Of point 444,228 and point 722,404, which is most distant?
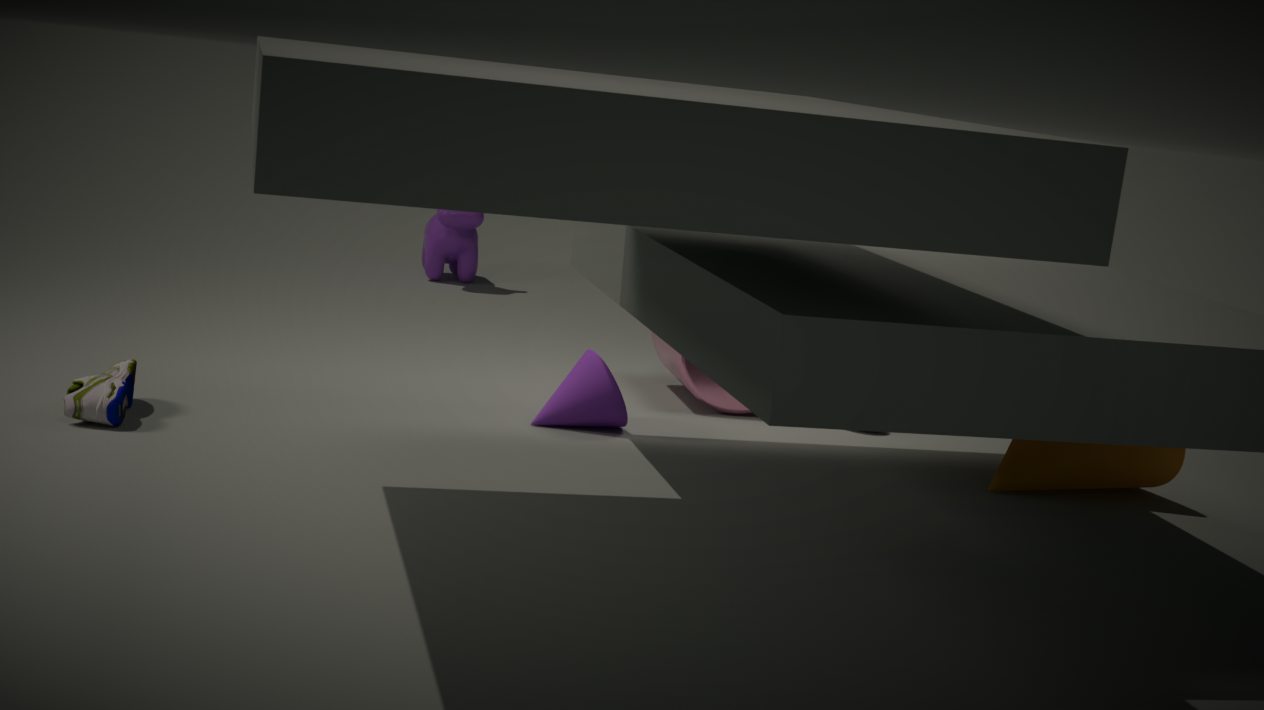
point 444,228
